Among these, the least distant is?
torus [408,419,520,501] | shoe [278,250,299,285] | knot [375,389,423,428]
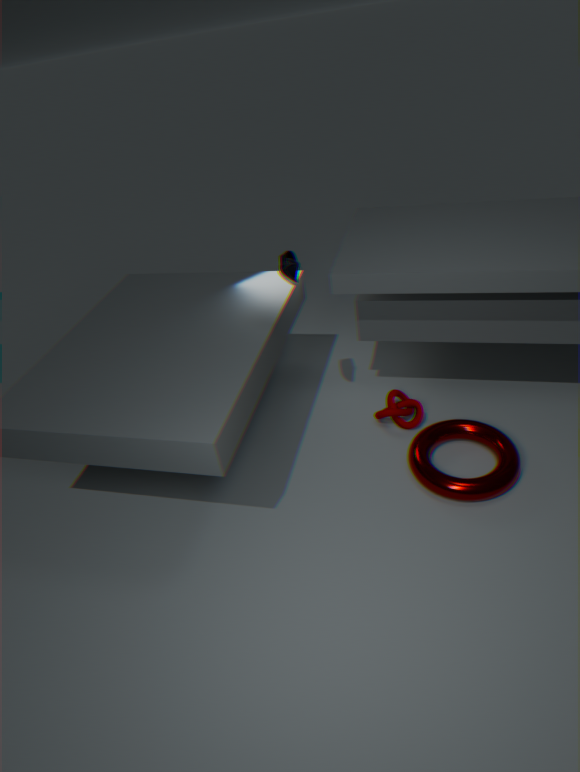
torus [408,419,520,501]
